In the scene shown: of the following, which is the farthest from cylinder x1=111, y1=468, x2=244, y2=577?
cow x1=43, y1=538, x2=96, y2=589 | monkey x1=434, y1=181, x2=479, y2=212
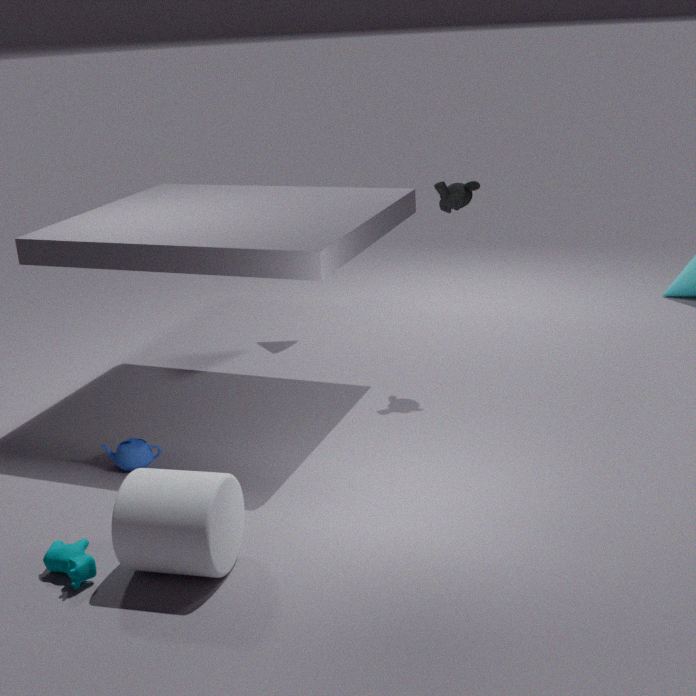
monkey x1=434, y1=181, x2=479, y2=212
